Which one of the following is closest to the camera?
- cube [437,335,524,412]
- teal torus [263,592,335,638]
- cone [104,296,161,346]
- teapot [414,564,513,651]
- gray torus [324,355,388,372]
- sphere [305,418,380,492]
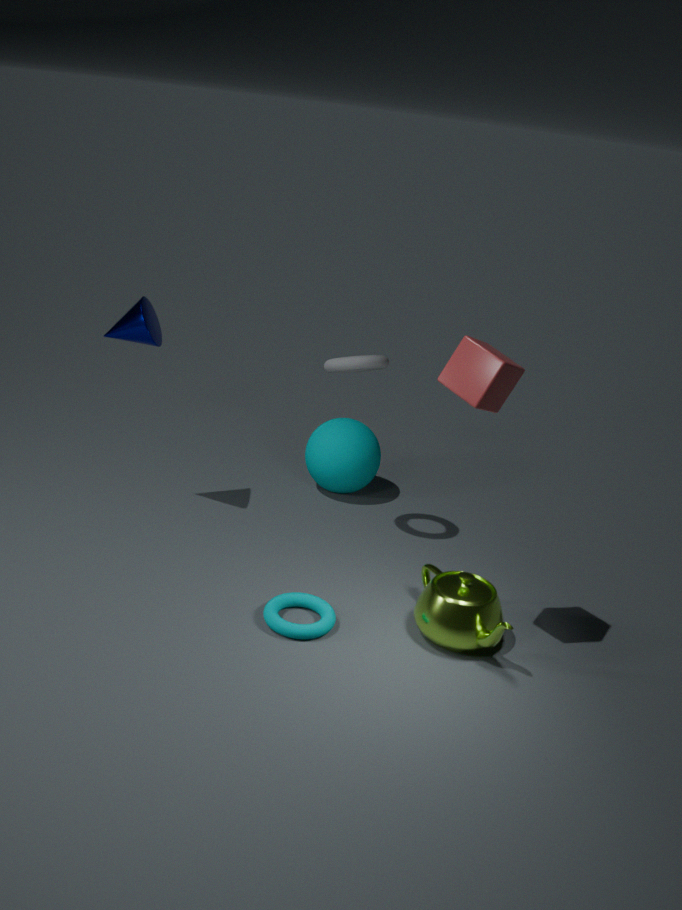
cube [437,335,524,412]
